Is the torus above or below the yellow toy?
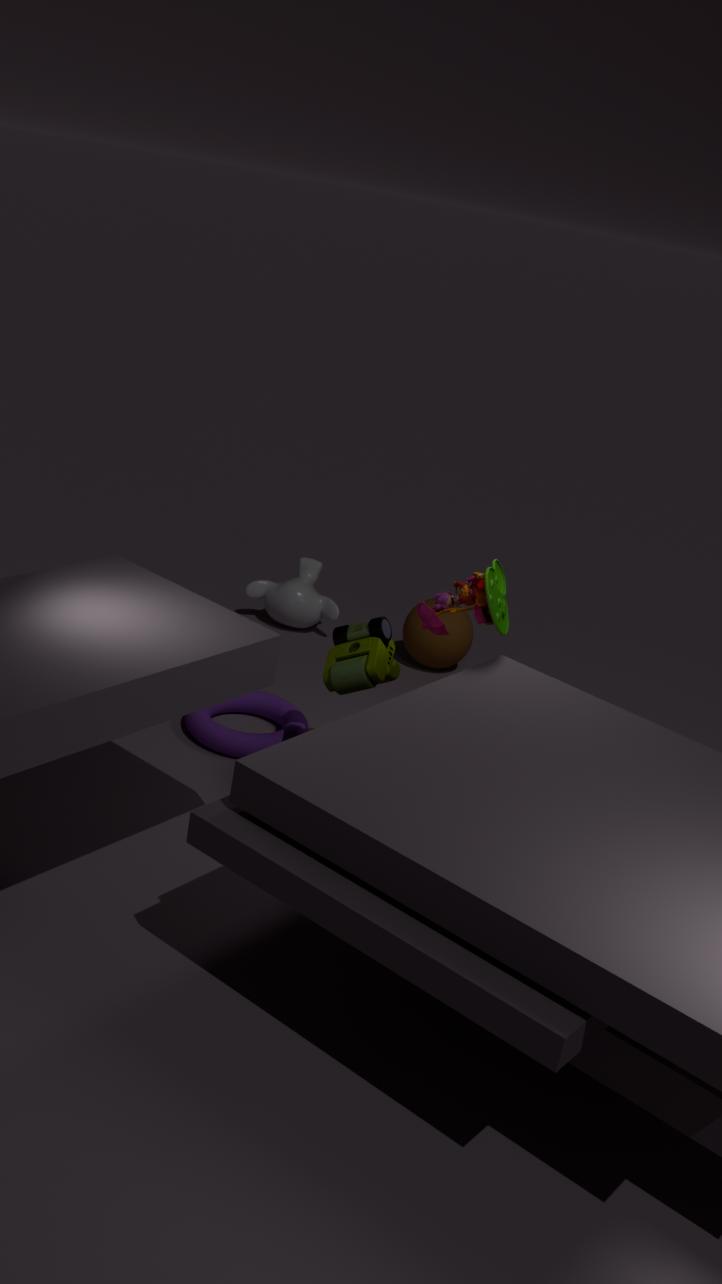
below
